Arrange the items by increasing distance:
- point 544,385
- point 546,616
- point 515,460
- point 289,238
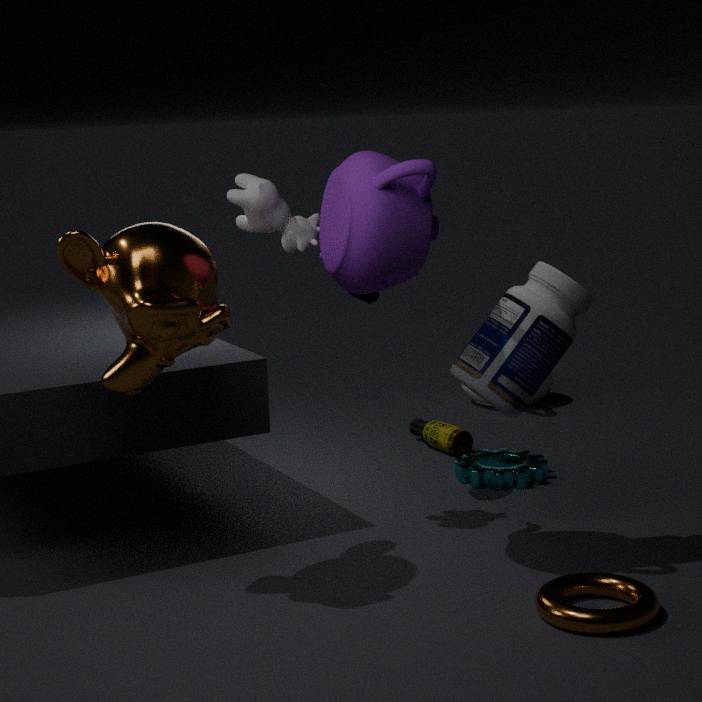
1. point 546,616
2. point 289,238
3. point 515,460
4. point 544,385
